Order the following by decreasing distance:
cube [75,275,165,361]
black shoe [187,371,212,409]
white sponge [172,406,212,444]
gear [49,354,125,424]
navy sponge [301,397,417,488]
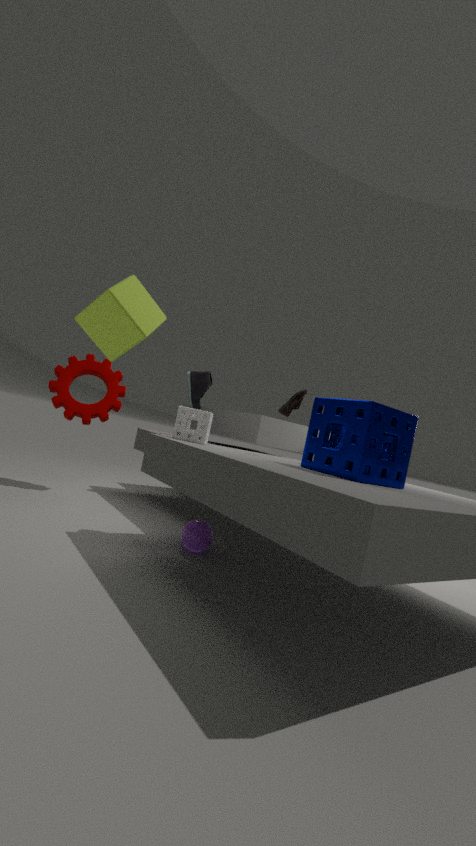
black shoe [187,371,212,409] → gear [49,354,125,424] → white sponge [172,406,212,444] → navy sponge [301,397,417,488] → cube [75,275,165,361]
